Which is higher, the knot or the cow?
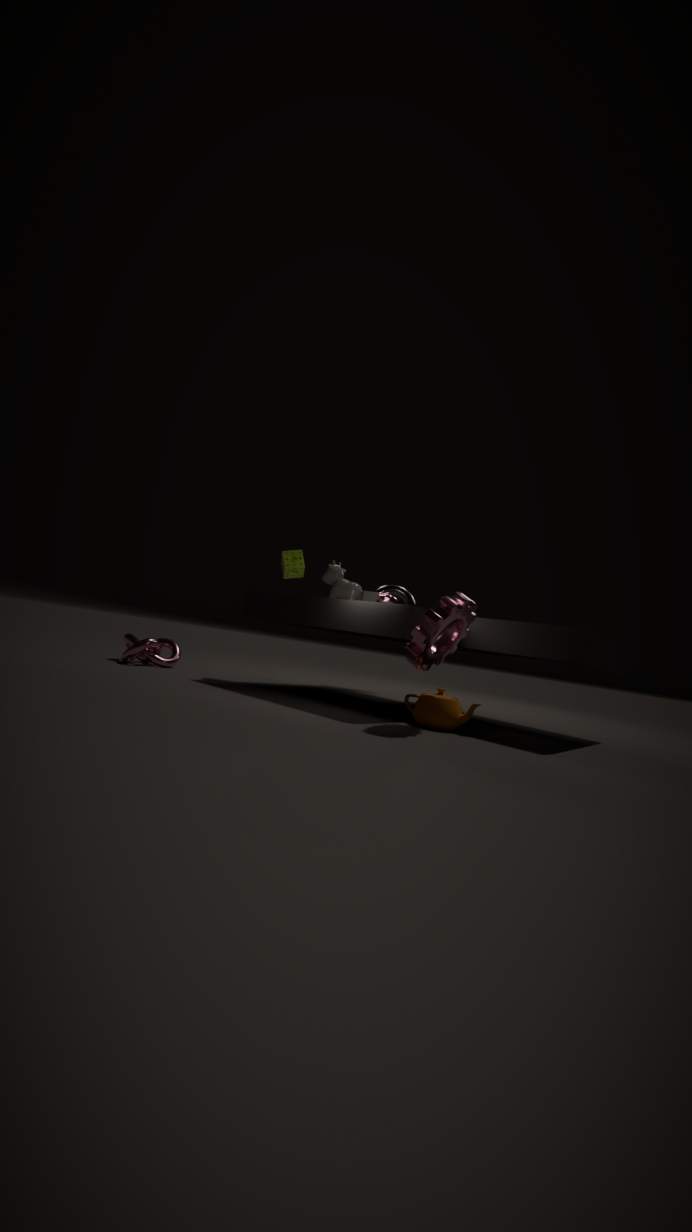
the cow
